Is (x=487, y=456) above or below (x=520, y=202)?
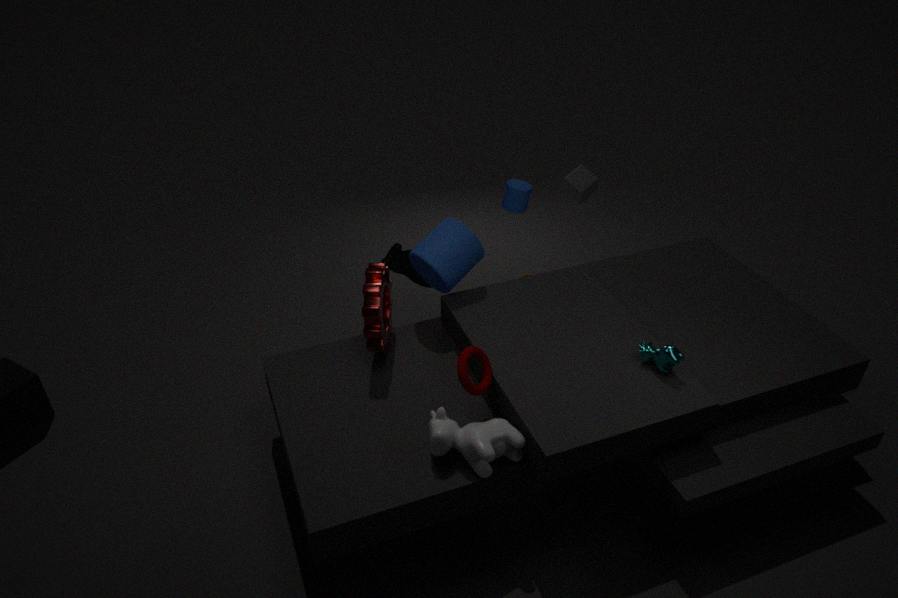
below
